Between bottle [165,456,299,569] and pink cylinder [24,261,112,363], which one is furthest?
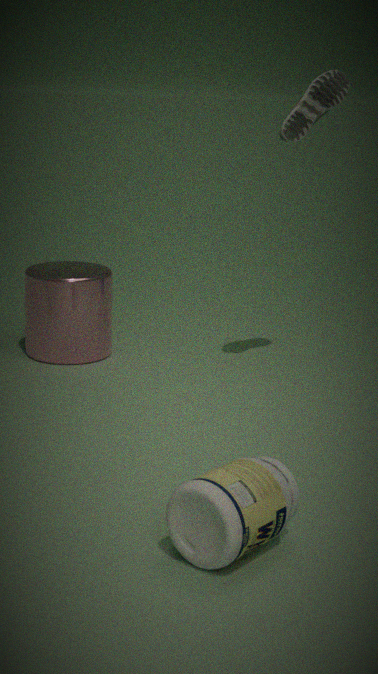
pink cylinder [24,261,112,363]
